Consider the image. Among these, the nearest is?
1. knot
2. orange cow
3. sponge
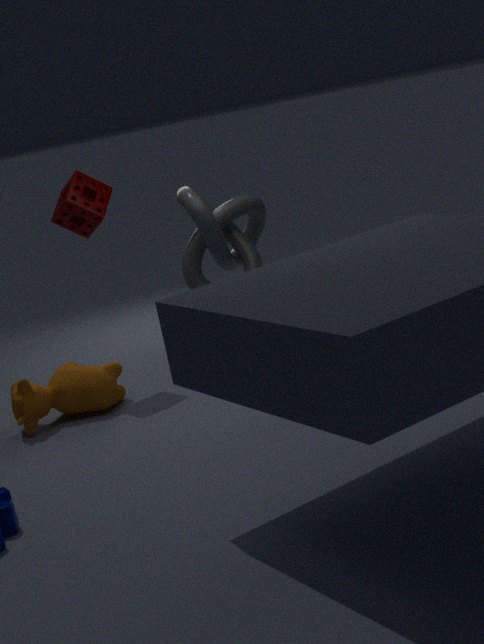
knot
